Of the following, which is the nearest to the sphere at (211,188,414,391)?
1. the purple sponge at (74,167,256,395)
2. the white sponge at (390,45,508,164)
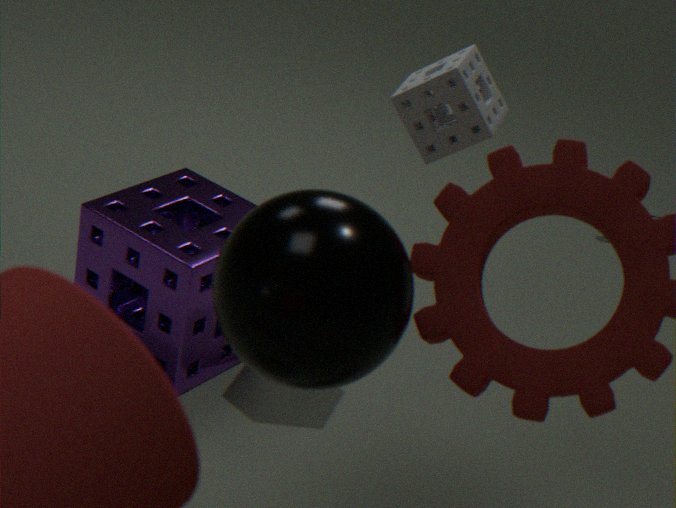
the purple sponge at (74,167,256,395)
